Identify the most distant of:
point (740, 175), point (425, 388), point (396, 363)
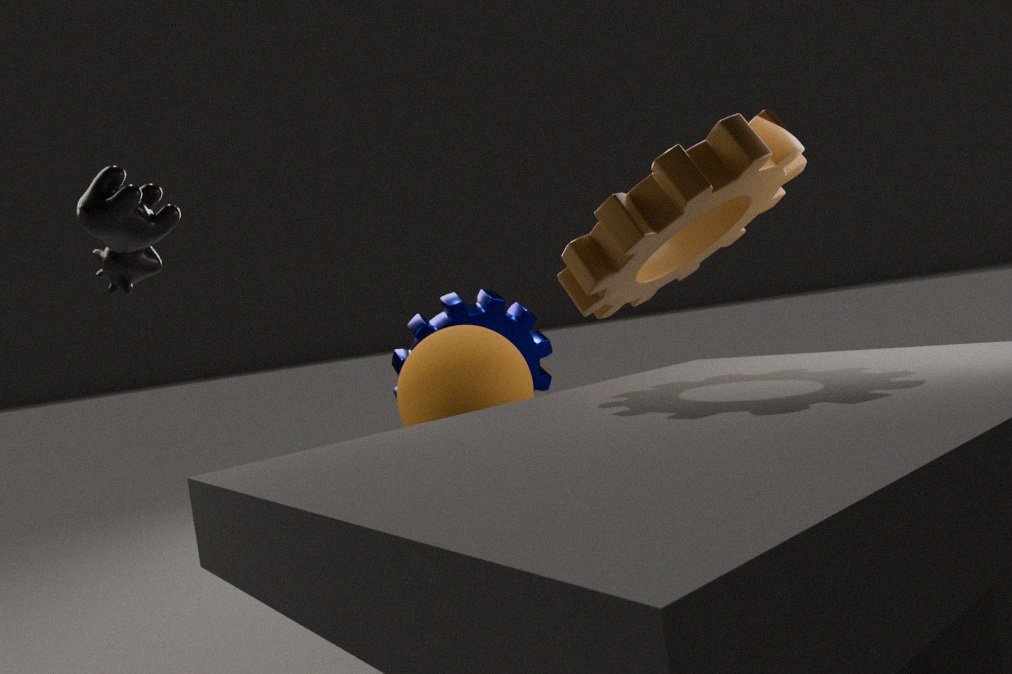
point (396, 363)
